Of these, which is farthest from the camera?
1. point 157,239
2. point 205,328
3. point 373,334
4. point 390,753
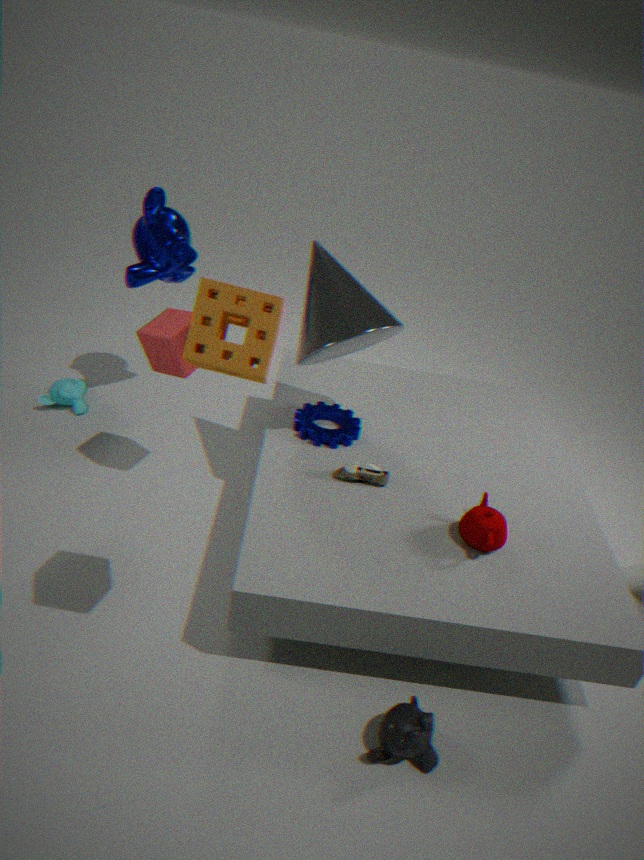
point 157,239
